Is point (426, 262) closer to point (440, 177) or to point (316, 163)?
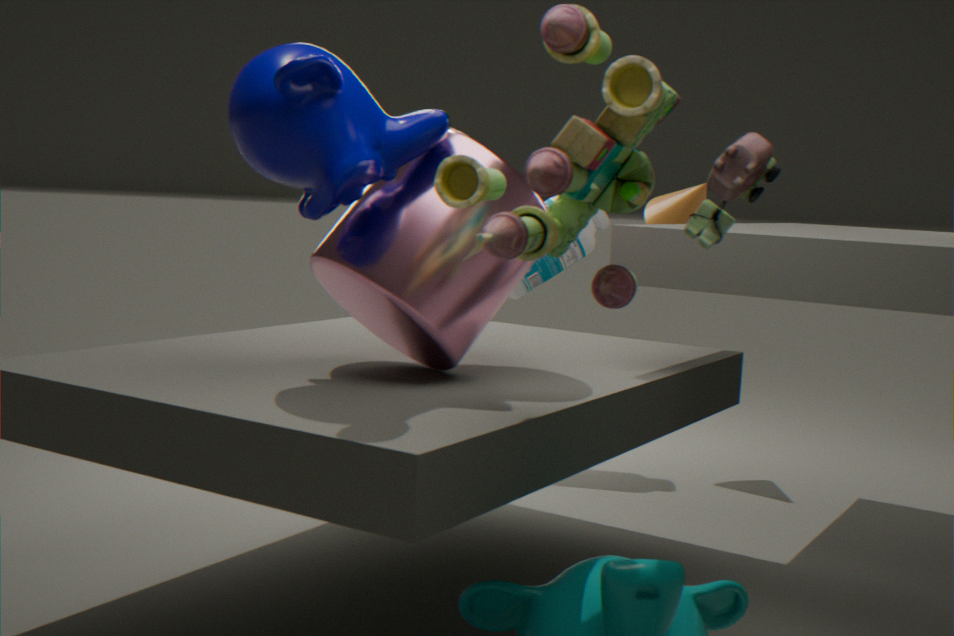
point (316, 163)
